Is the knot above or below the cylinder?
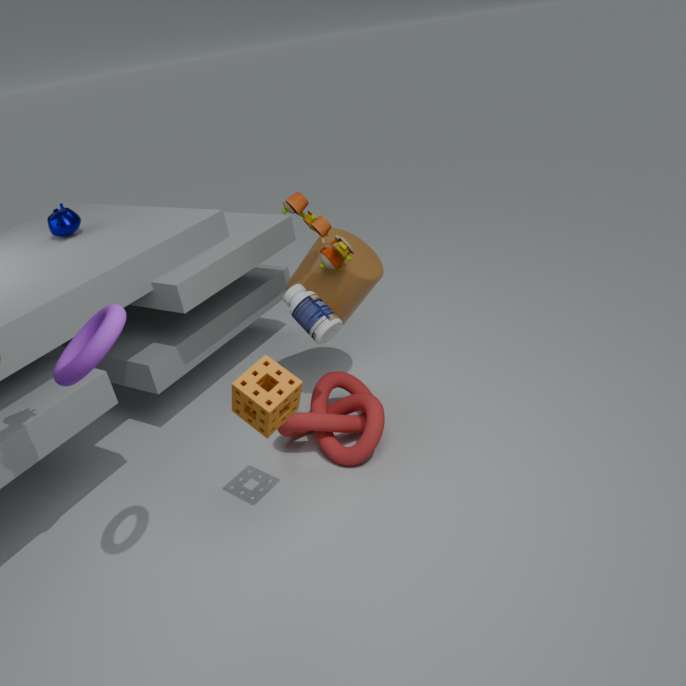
below
